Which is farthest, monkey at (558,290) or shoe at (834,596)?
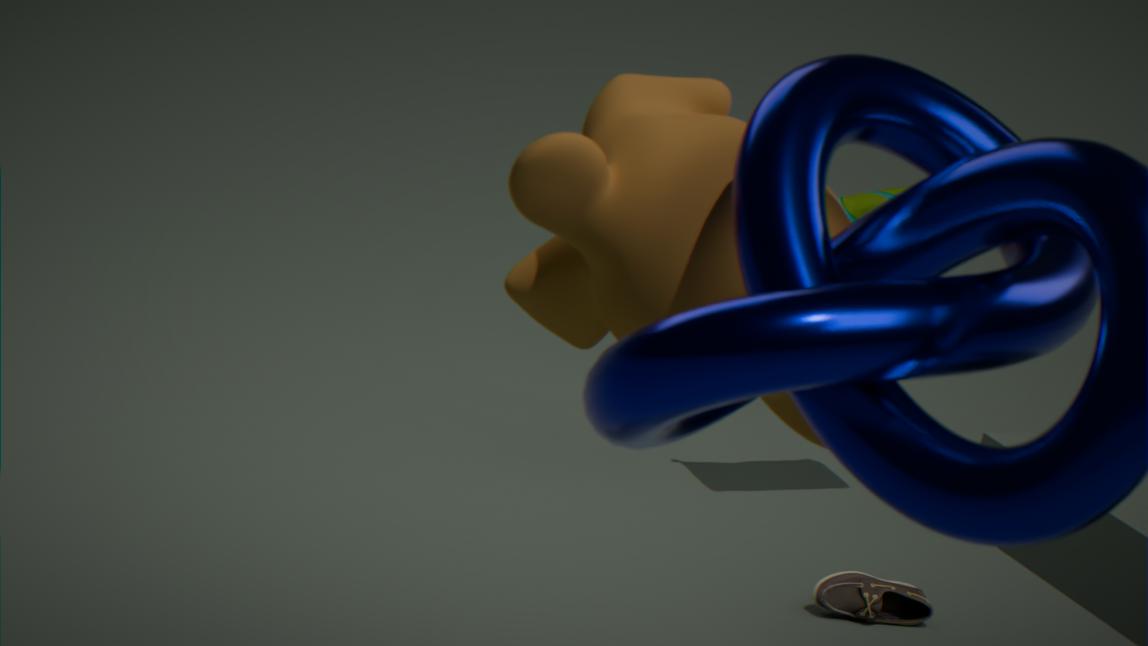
shoe at (834,596)
